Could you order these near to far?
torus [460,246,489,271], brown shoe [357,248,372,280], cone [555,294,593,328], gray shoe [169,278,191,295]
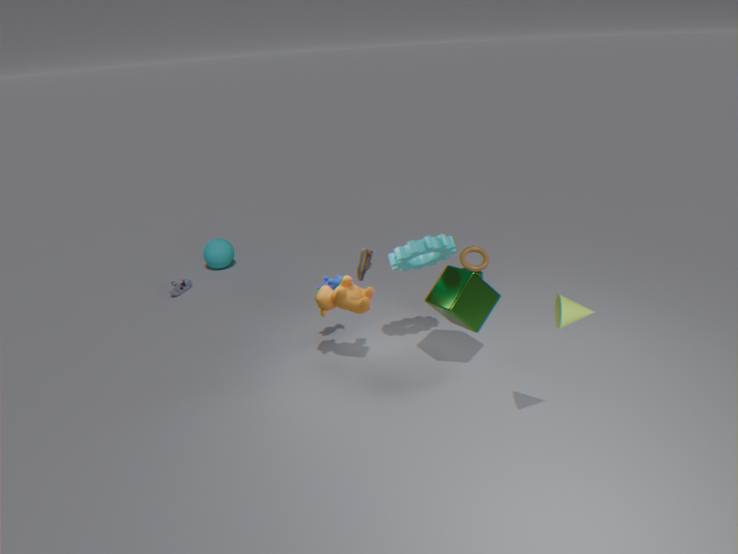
cone [555,294,593,328]
brown shoe [357,248,372,280]
torus [460,246,489,271]
gray shoe [169,278,191,295]
